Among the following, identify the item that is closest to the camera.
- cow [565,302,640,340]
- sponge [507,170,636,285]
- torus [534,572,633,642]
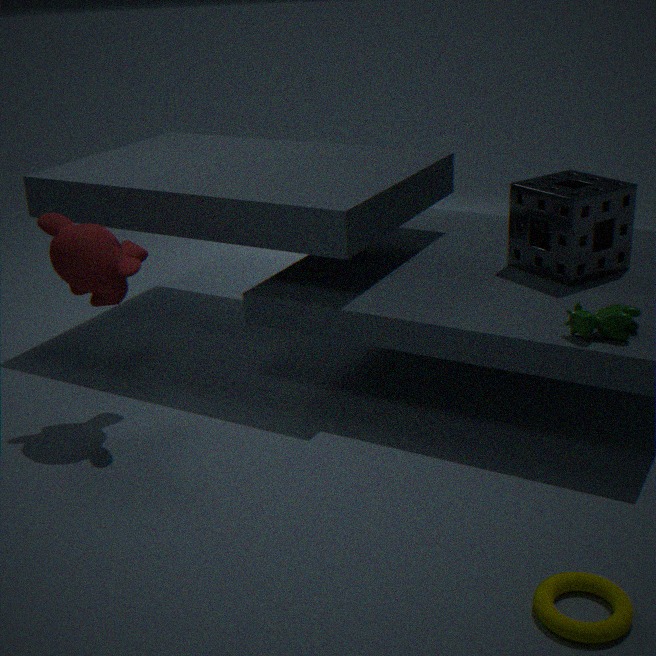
torus [534,572,633,642]
